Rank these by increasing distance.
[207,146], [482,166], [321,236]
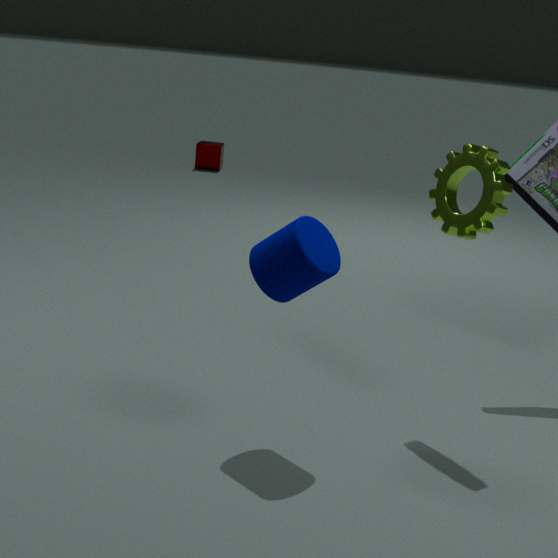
[321,236] < [482,166] < [207,146]
